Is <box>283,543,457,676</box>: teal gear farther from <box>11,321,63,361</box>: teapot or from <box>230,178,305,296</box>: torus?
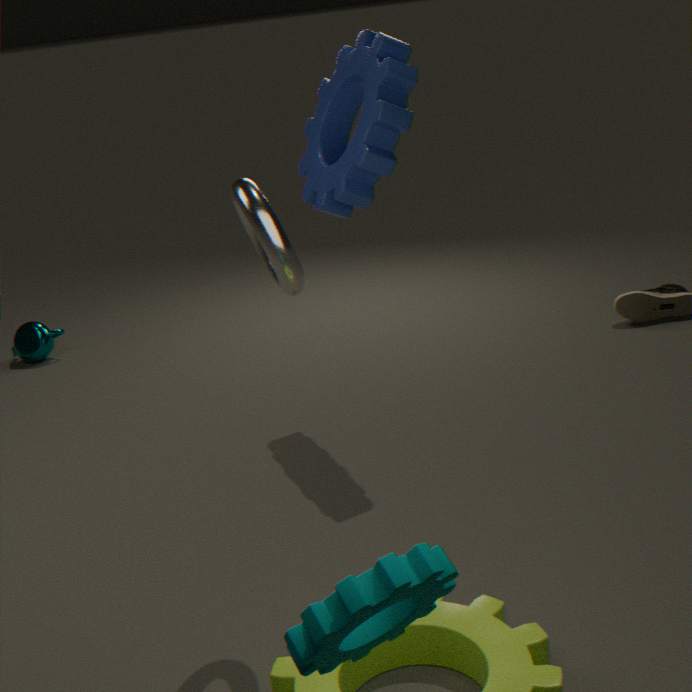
<box>11,321,63,361</box>: teapot
